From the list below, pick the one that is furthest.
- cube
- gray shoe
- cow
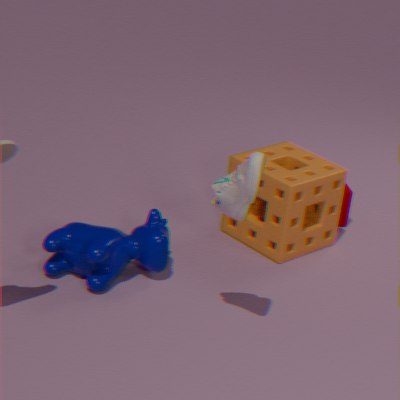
cube
